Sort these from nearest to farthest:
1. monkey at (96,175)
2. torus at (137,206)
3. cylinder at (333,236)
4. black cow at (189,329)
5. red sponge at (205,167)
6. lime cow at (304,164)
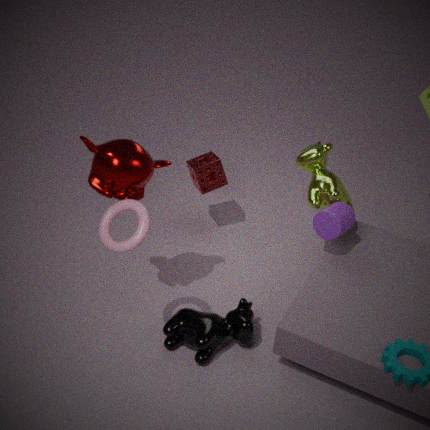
torus at (137,206) → monkey at (96,175) → black cow at (189,329) → cylinder at (333,236) → lime cow at (304,164) → red sponge at (205,167)
